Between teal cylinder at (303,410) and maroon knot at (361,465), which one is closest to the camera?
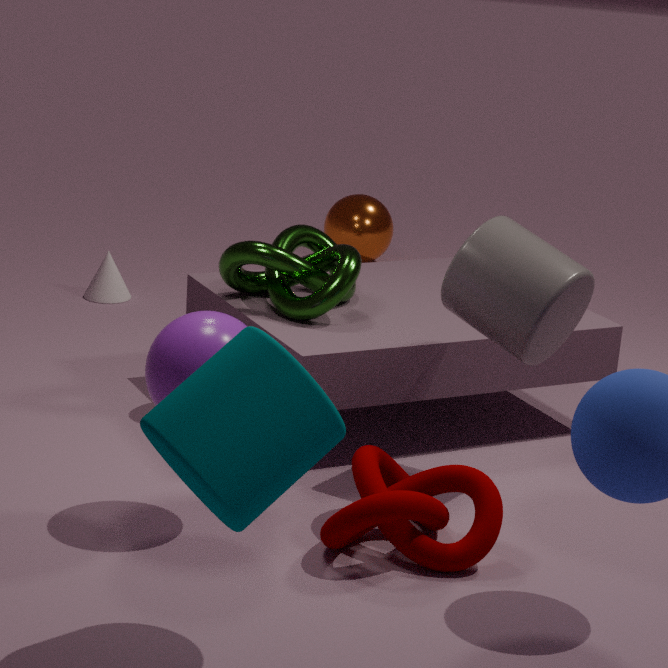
teal cylinder at (303,410)
